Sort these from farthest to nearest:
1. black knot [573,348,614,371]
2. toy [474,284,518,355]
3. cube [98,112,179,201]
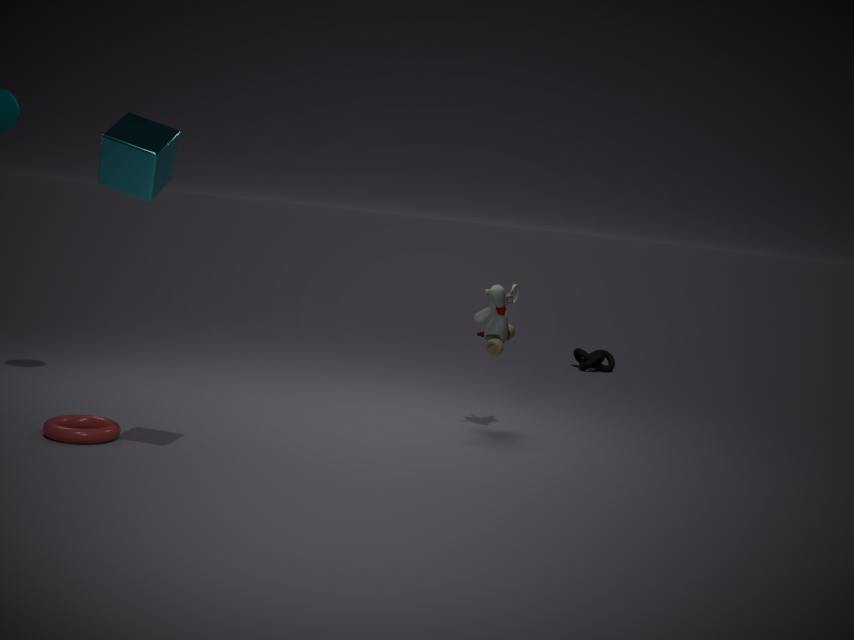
black knot [573,348,614,371] < toy [474,284,518,355] < cube [98,112,179,201]
